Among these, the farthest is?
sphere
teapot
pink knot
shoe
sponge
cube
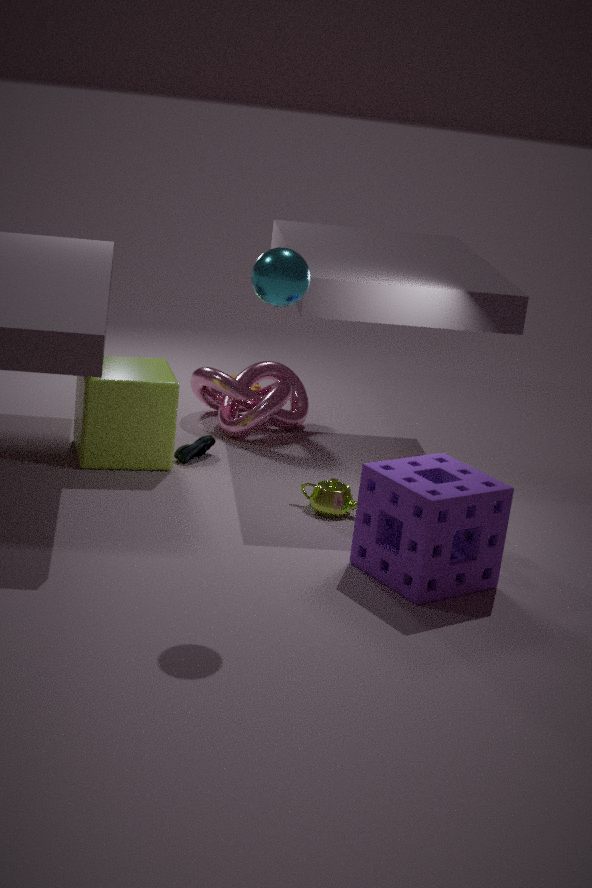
pink knot
